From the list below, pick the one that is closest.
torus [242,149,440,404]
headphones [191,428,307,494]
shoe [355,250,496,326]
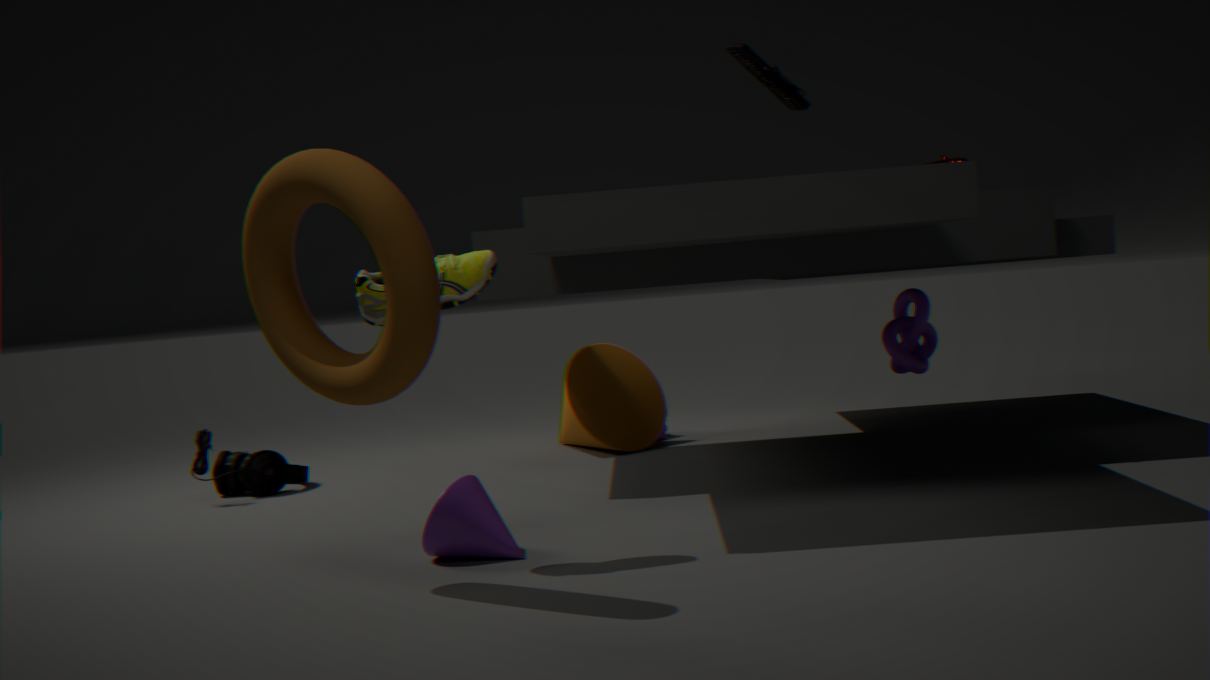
torus [242,149,440,404]
